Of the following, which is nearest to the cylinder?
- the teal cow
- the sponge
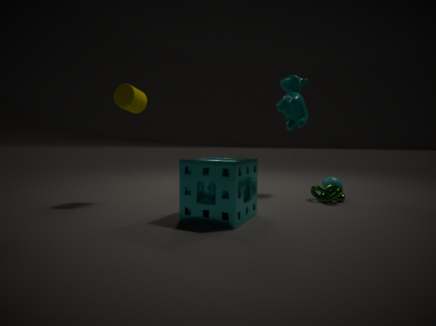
the sponge
